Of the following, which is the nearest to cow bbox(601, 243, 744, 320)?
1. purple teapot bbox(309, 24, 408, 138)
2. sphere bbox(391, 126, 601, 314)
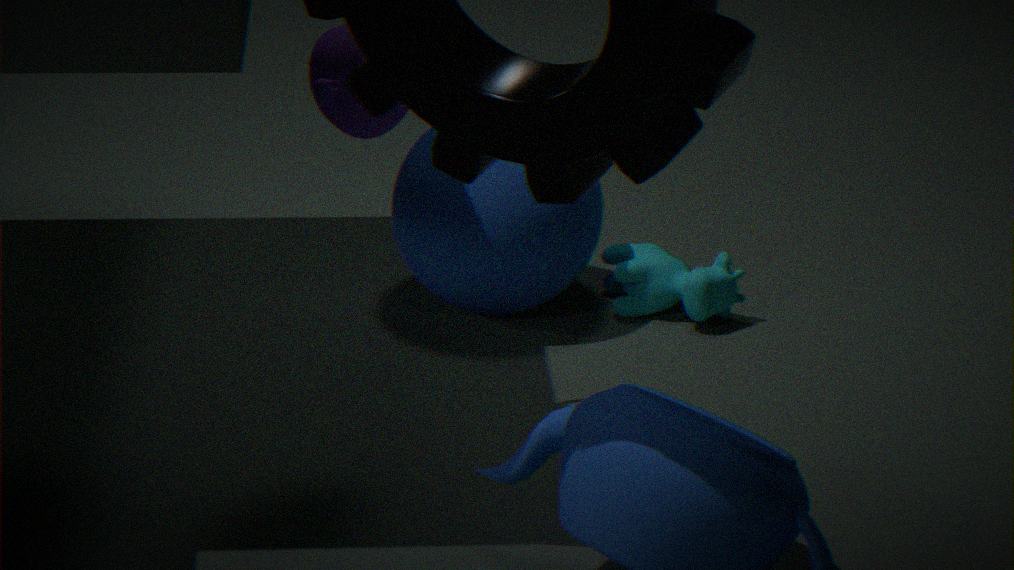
sphere bbox(391, 126, 601, 314)
